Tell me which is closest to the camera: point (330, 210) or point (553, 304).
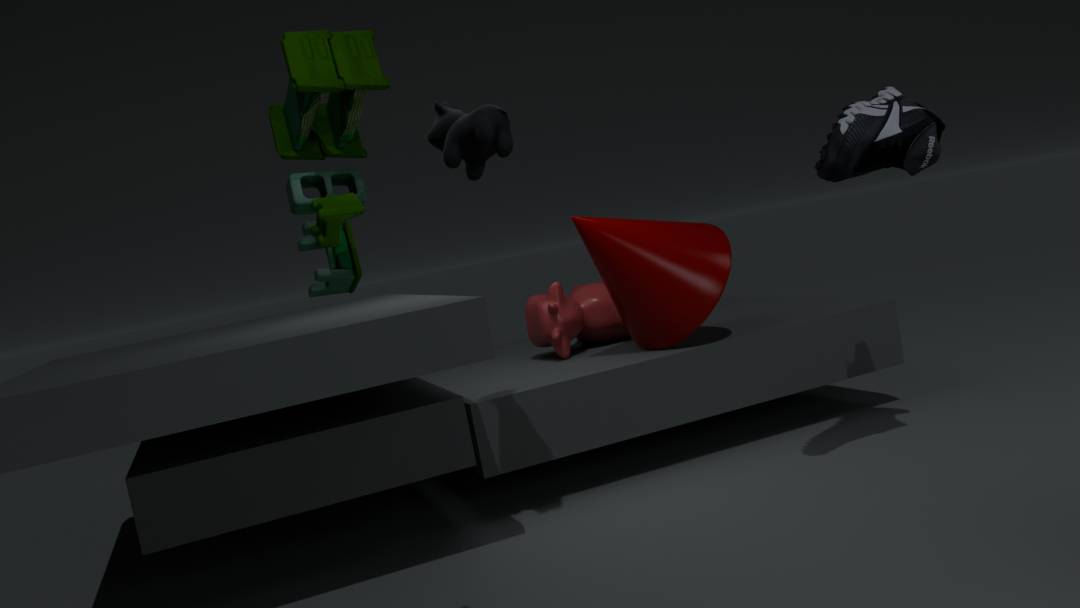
point (330, 210)
